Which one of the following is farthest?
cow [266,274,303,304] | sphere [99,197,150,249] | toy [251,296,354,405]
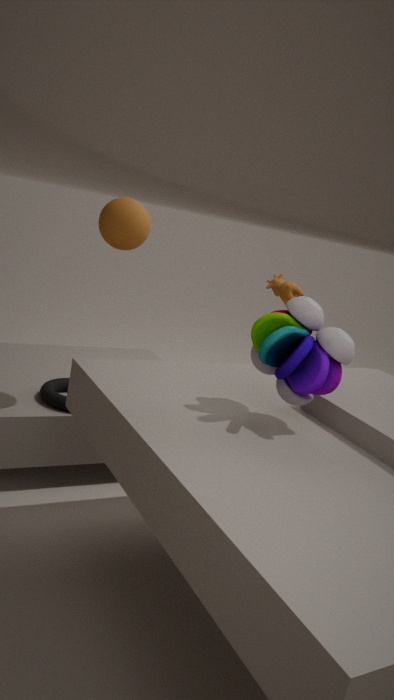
cow [266,274,303,304]
